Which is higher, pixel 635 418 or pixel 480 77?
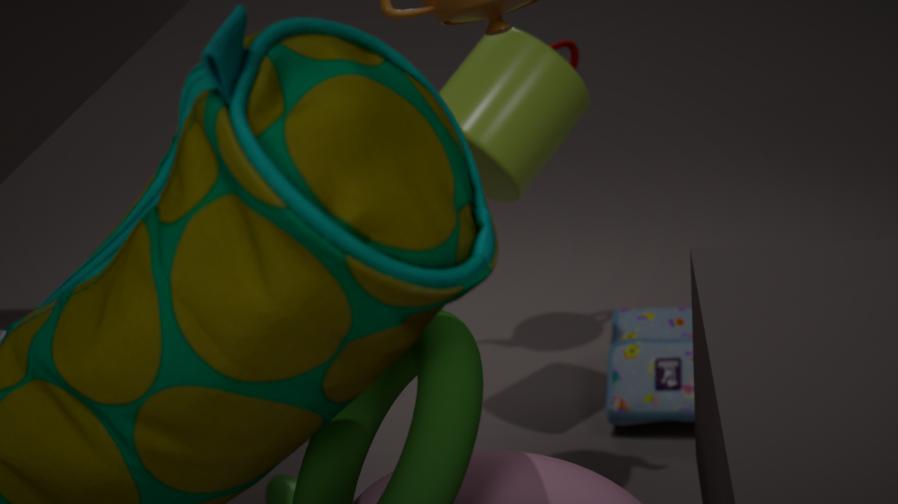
pixel 480 77
